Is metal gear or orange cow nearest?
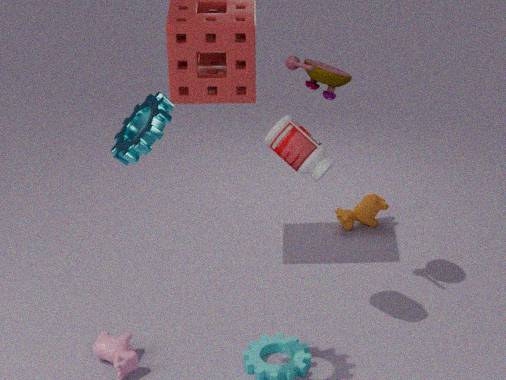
metal gear
